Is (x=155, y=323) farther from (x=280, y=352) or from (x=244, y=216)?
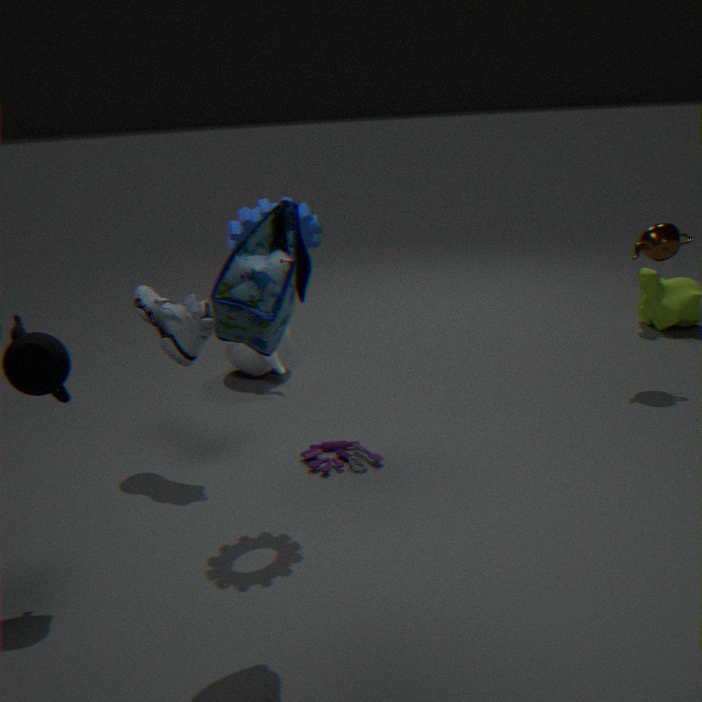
(x=280, y=352)
